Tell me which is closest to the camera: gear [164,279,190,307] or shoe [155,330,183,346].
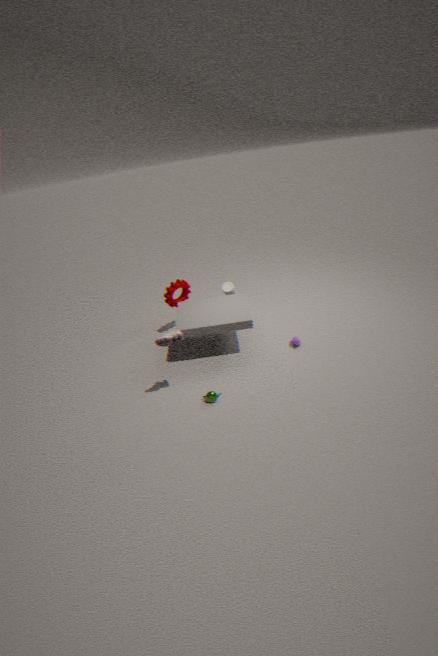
shoe [155,330,183,346]
